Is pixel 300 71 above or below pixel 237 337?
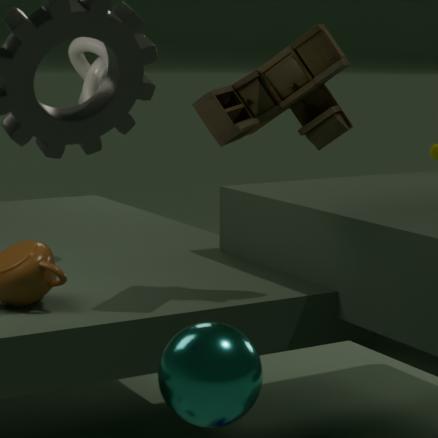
above
